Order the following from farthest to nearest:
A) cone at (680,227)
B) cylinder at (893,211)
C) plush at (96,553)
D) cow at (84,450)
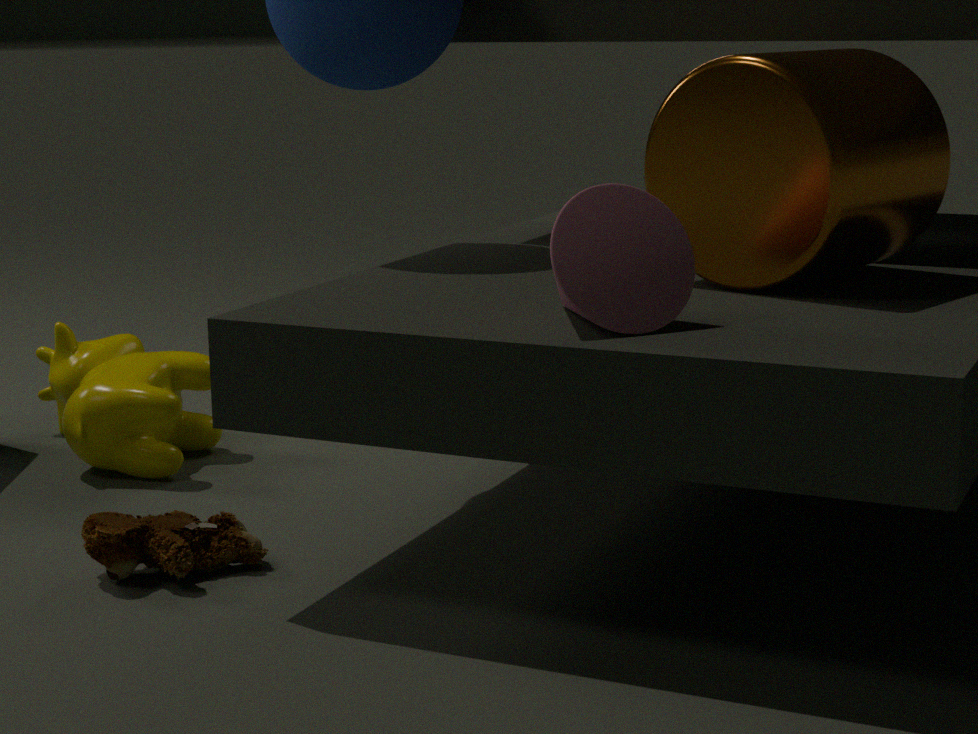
cow at (84,450) → plush at (96,553) → cylinder at (893,211) → cone at (680,227)
